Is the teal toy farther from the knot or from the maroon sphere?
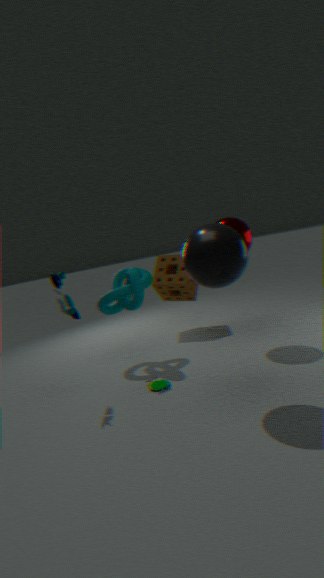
the maroon sphere
